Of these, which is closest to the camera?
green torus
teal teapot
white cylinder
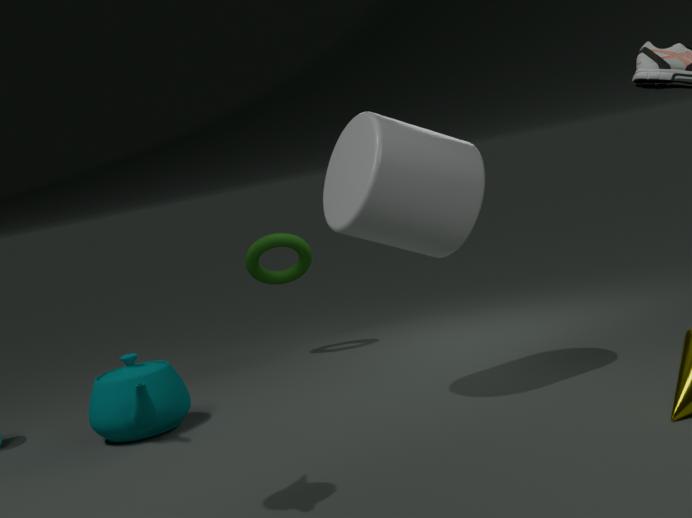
white cylinder
